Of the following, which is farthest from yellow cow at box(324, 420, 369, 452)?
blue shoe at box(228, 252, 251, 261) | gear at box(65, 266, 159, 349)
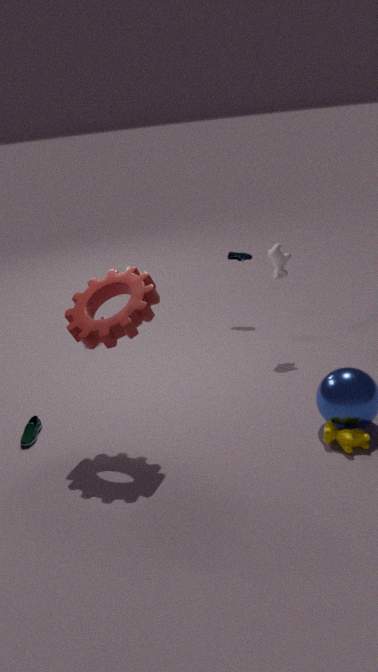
blue shoe at box(228, 252, 251, 261)
